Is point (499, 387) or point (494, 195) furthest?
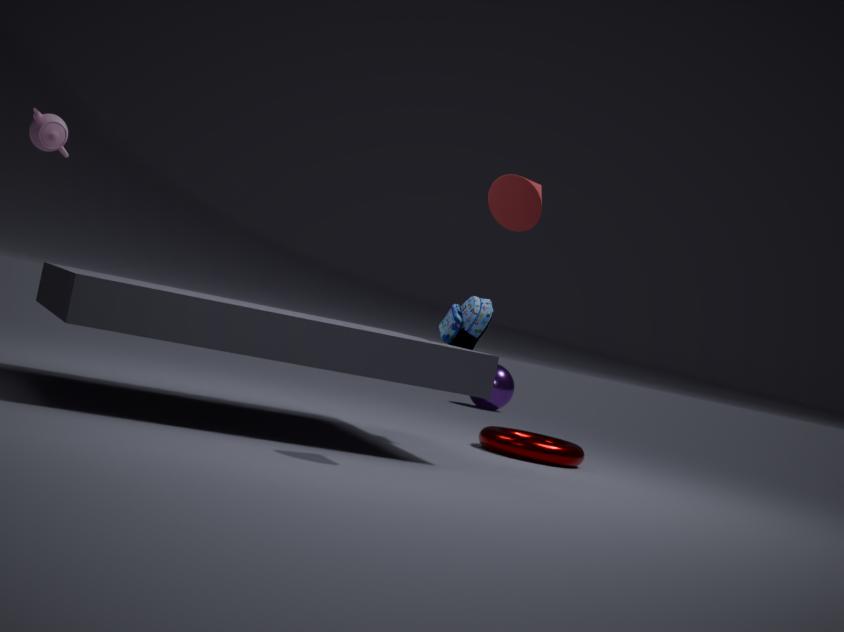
point (499, 387)
